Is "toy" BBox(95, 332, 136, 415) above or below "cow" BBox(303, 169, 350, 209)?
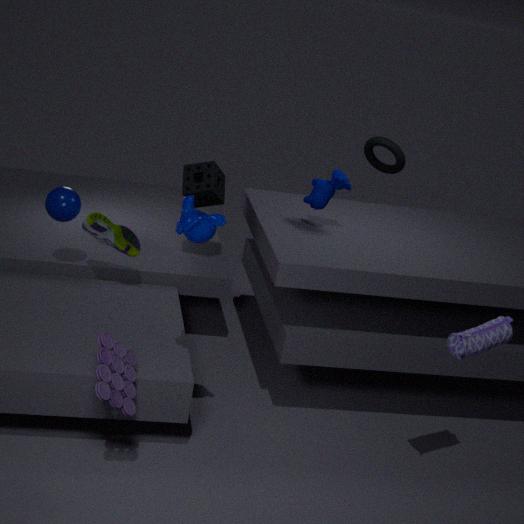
below
